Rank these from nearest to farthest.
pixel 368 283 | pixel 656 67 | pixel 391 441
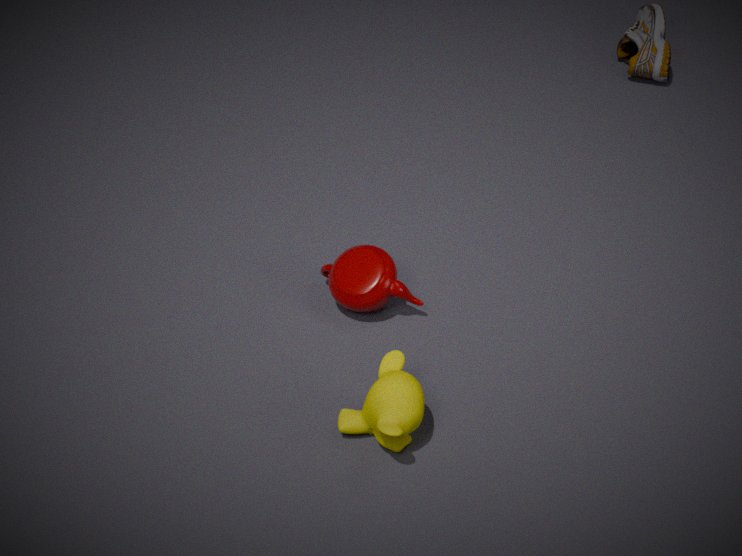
pixel 391 441 → pixel 368 283 → pixel 656 67
